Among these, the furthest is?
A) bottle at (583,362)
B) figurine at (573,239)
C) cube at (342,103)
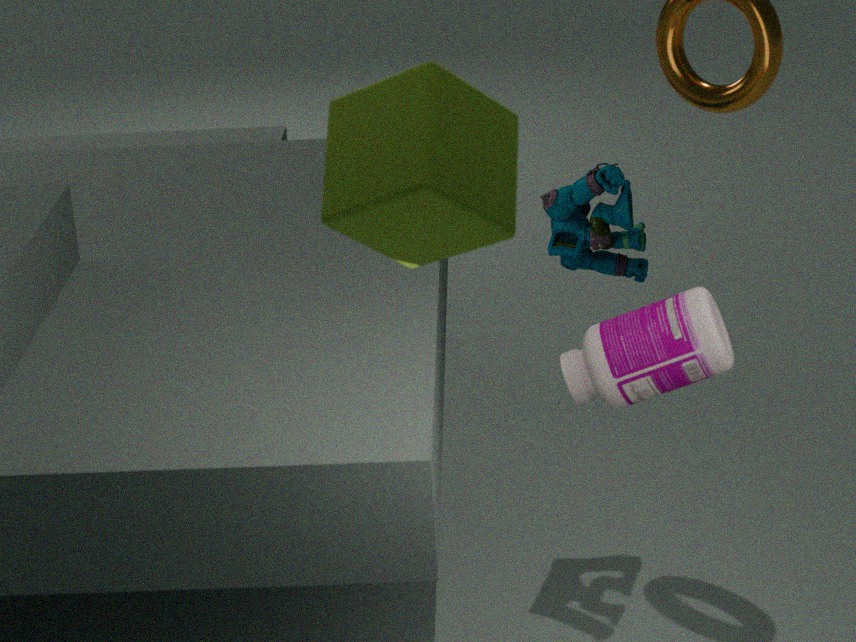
figurine at (573,239)
